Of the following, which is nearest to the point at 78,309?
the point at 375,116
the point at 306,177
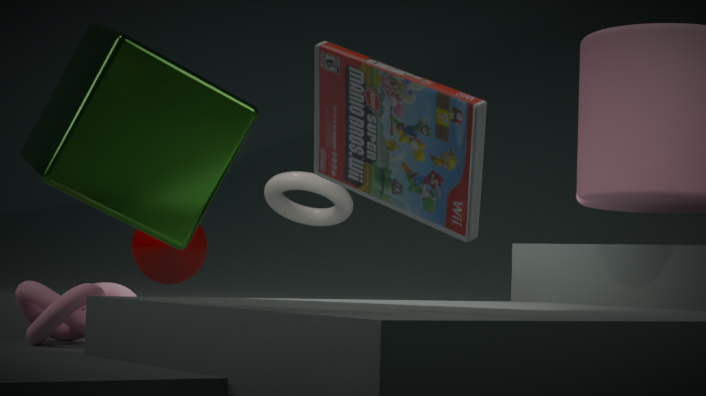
the point at 375,116
